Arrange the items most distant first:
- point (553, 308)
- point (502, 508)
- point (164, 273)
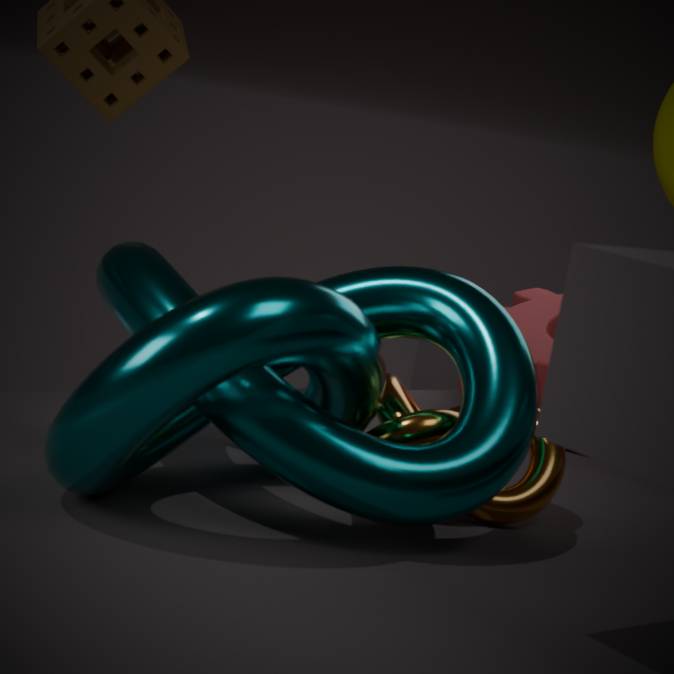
point (553, 308)
point (502, 508)
point (164, 273)
